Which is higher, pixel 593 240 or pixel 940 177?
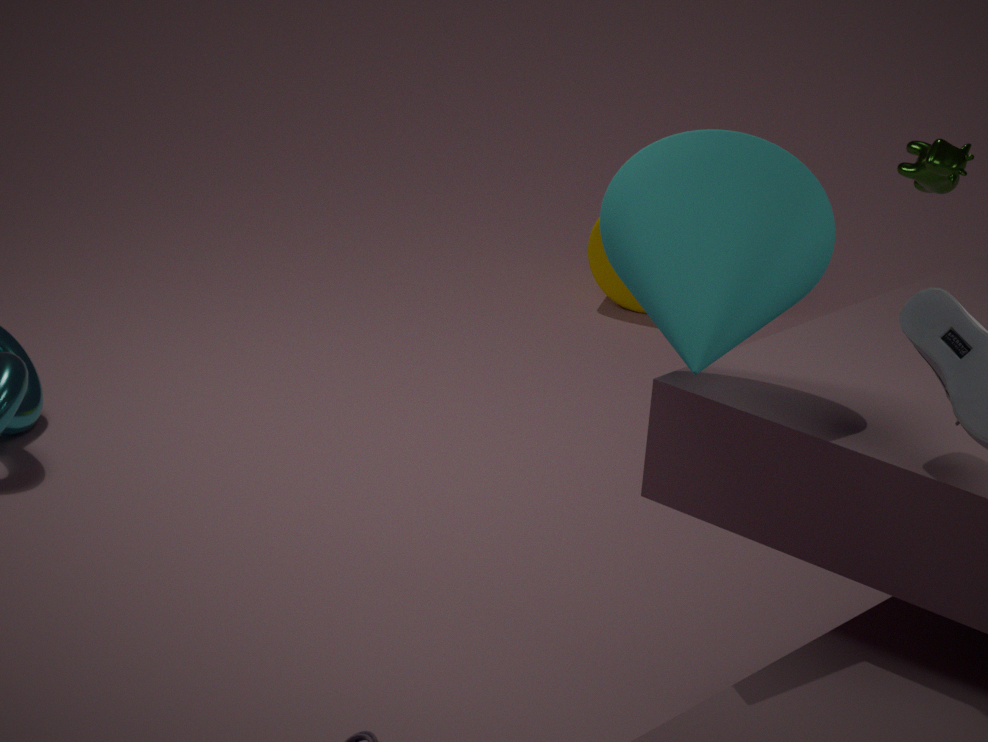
pixel 940 177
